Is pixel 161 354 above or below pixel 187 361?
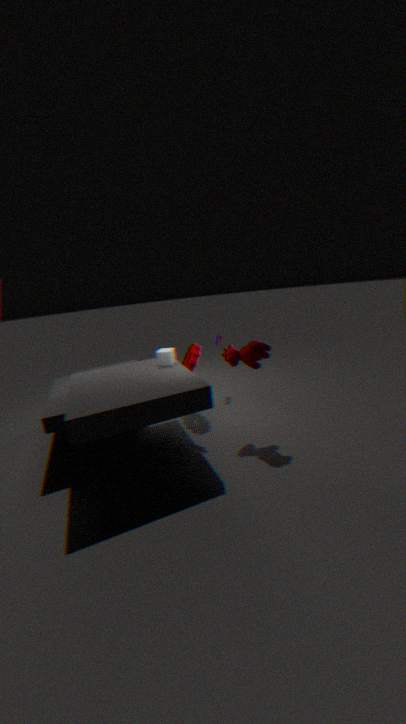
above
